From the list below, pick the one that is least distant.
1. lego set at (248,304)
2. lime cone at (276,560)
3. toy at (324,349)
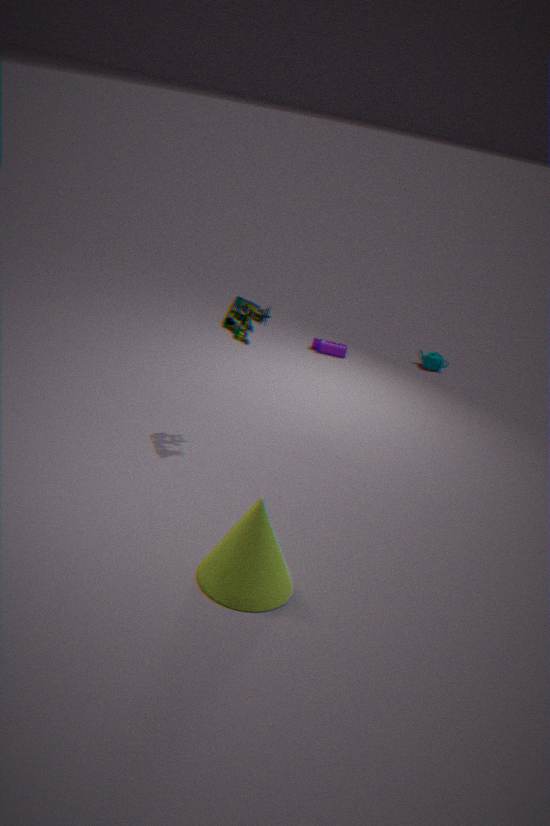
lime cone at (276,560)
